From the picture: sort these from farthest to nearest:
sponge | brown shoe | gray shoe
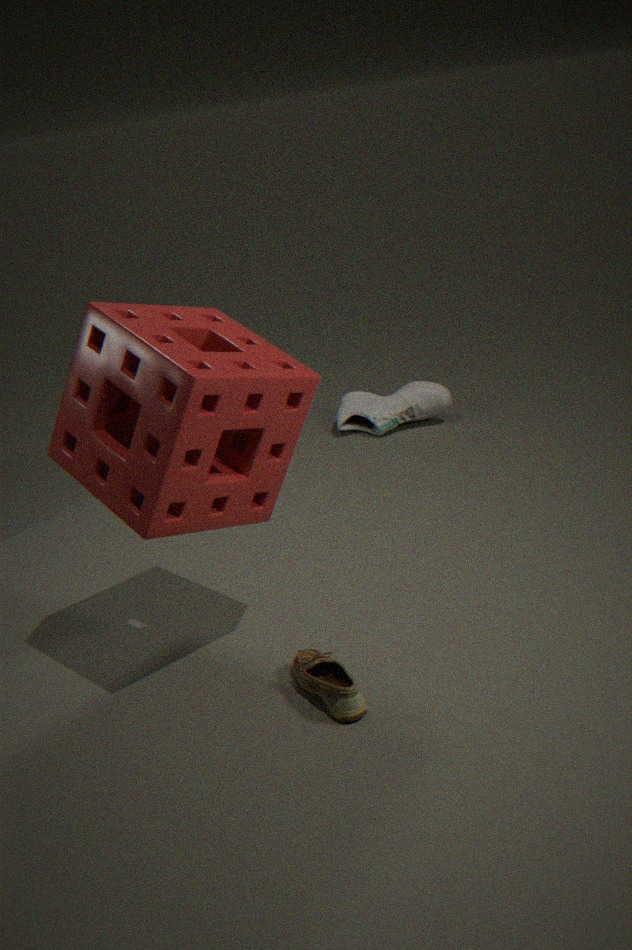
gray shoe < brown shoe < sponge
